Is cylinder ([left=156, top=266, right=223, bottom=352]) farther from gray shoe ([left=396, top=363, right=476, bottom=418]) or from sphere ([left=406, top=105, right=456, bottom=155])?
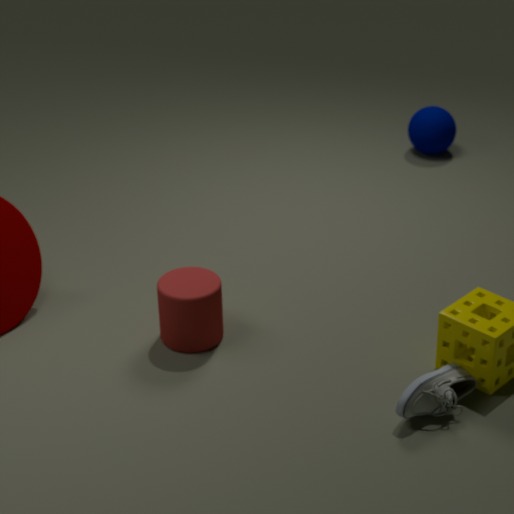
sphere ([left=406, top=105, right=456, bottom=155])
